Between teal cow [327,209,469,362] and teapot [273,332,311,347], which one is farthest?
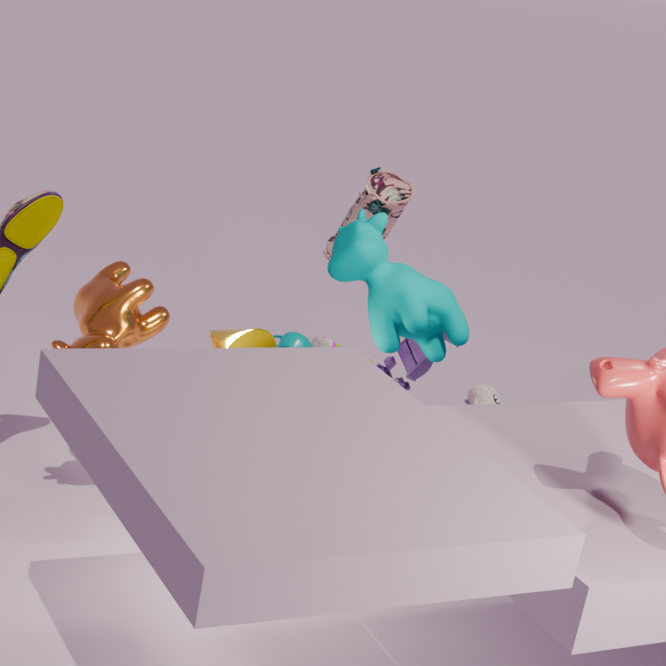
teapot [273,332,311,347]
